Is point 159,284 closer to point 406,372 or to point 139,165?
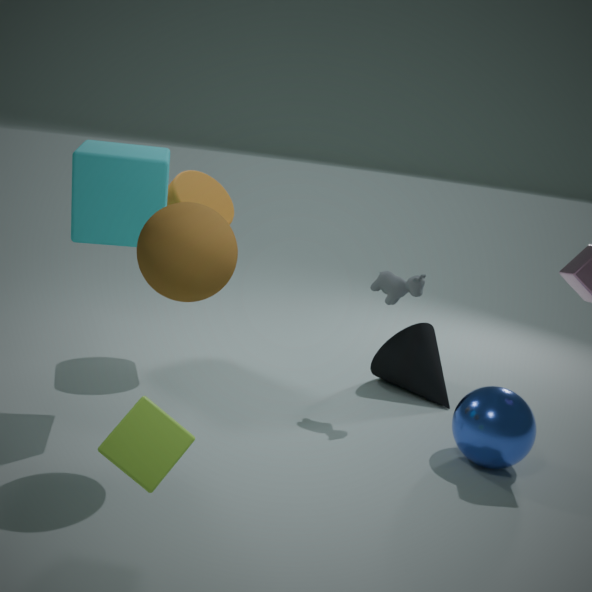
point 139,165
